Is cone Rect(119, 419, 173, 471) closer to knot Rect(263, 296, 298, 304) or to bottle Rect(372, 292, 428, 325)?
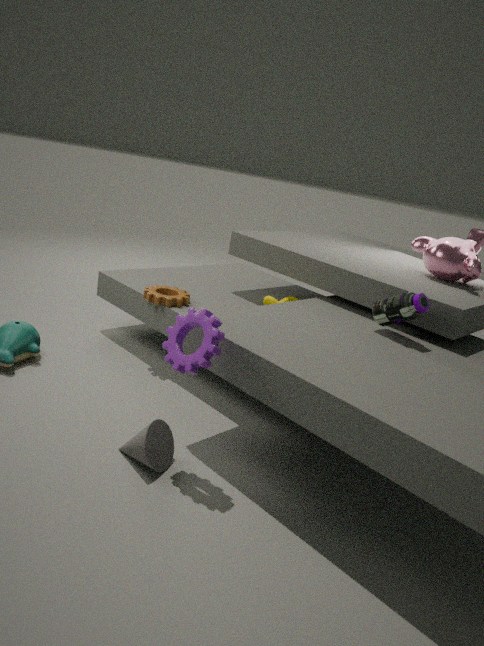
knot Rect(263, 296, 298, 304)
